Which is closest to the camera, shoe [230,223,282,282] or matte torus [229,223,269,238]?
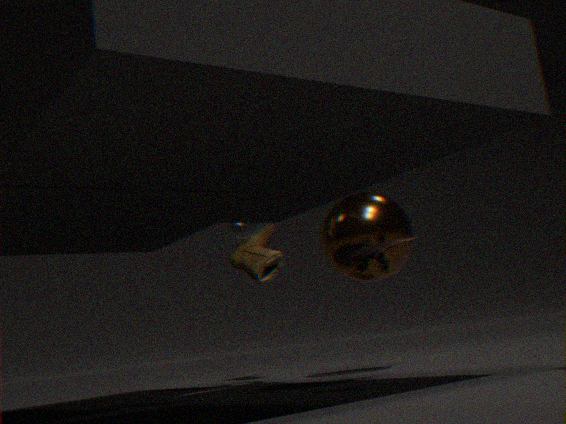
matte torus [229,223,269,238]
